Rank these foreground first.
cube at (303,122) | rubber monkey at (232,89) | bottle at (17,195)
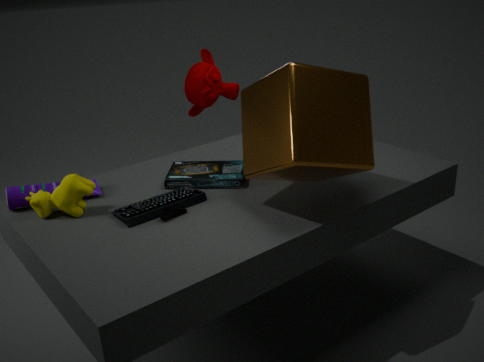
cube at (303,122) → bottle at (17,195) → rubber monkey at (232,89)
